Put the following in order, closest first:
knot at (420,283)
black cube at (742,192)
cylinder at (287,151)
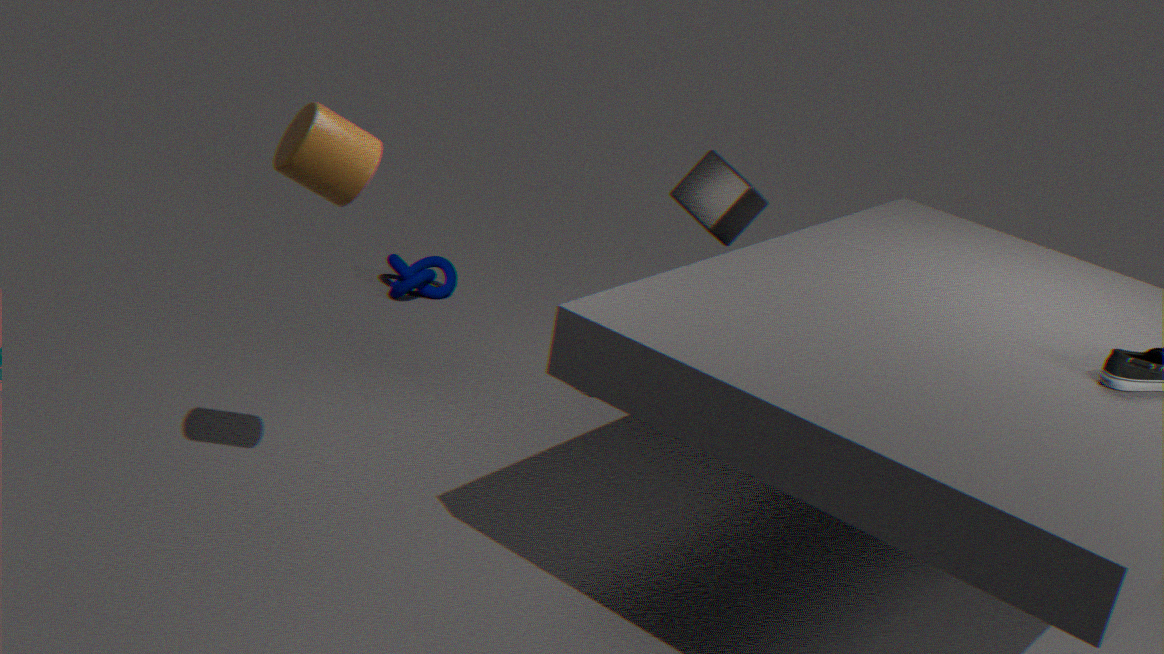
cylinder at (287,151) → black cube at (742,192) → knot at (420,283)
